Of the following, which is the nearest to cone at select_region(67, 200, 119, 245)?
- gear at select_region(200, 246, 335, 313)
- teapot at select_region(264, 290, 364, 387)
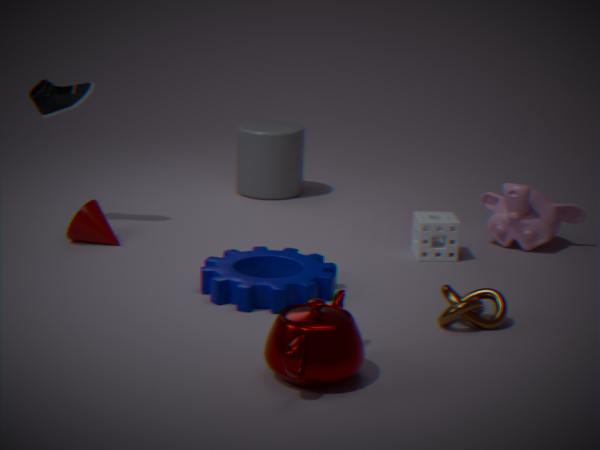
gear at select_region(200, 246, 335, 313)
